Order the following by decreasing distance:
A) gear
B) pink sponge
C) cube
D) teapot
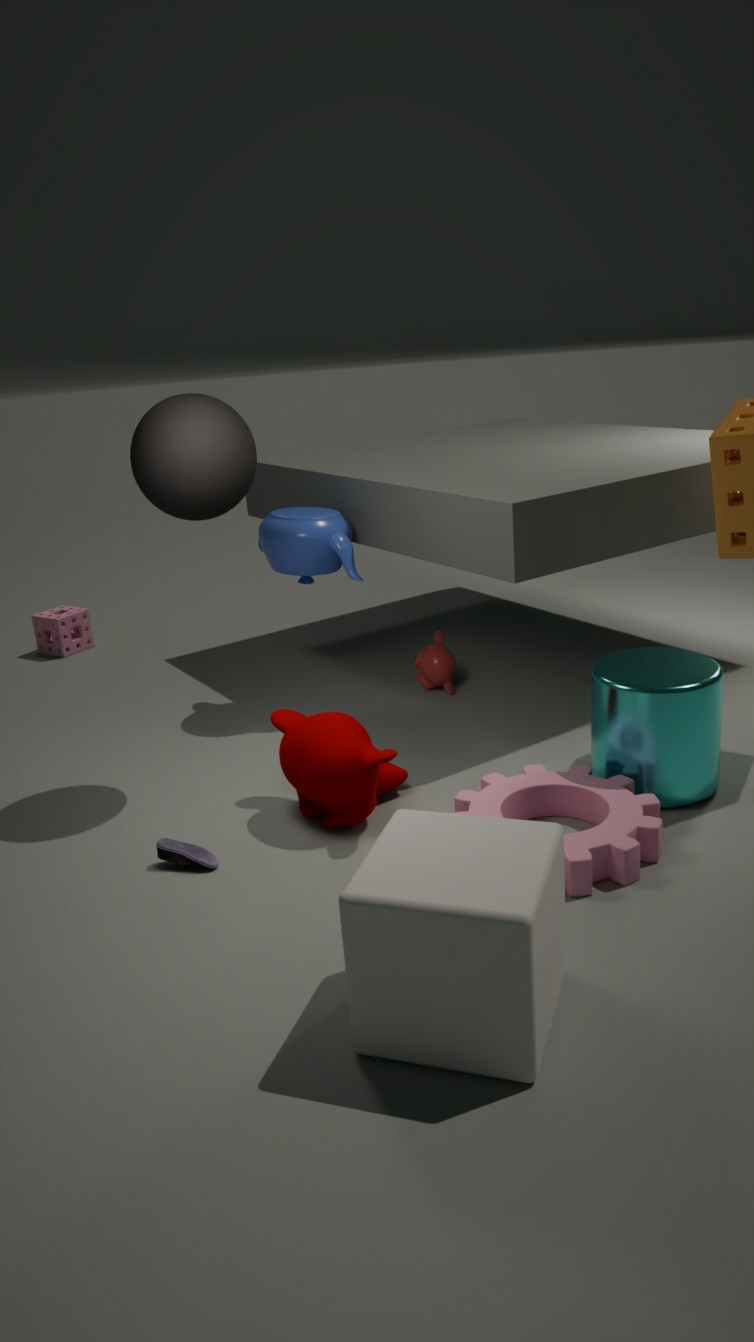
pink sponge
teapot
gear
cube
